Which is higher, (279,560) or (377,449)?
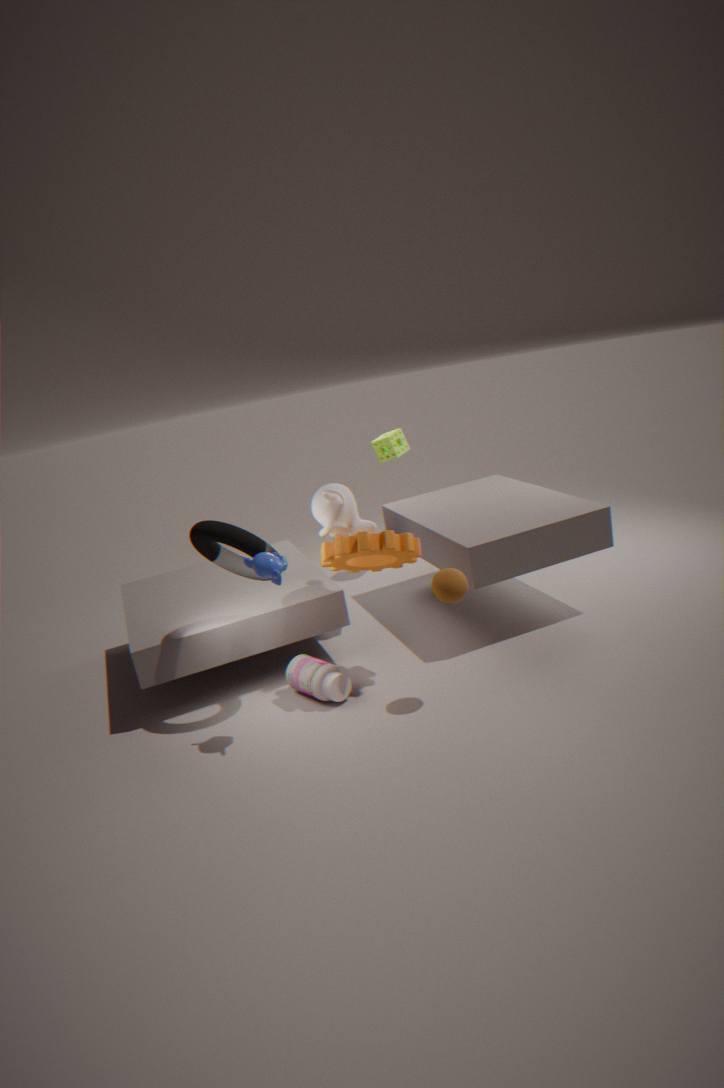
(377,449)
